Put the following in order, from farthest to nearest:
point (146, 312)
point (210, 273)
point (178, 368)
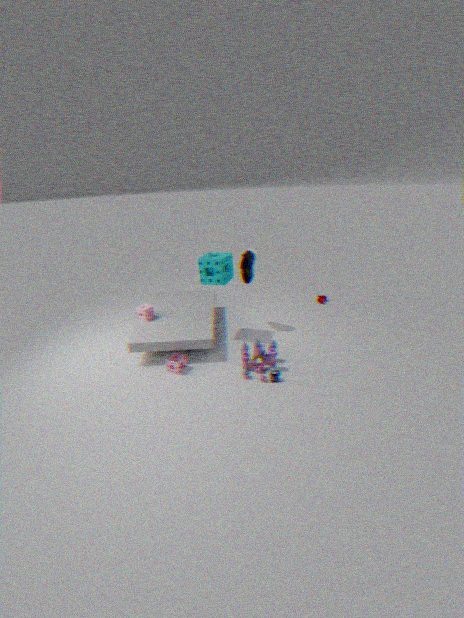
point (146, 312) → point (210, 273) → point (178, 368)
